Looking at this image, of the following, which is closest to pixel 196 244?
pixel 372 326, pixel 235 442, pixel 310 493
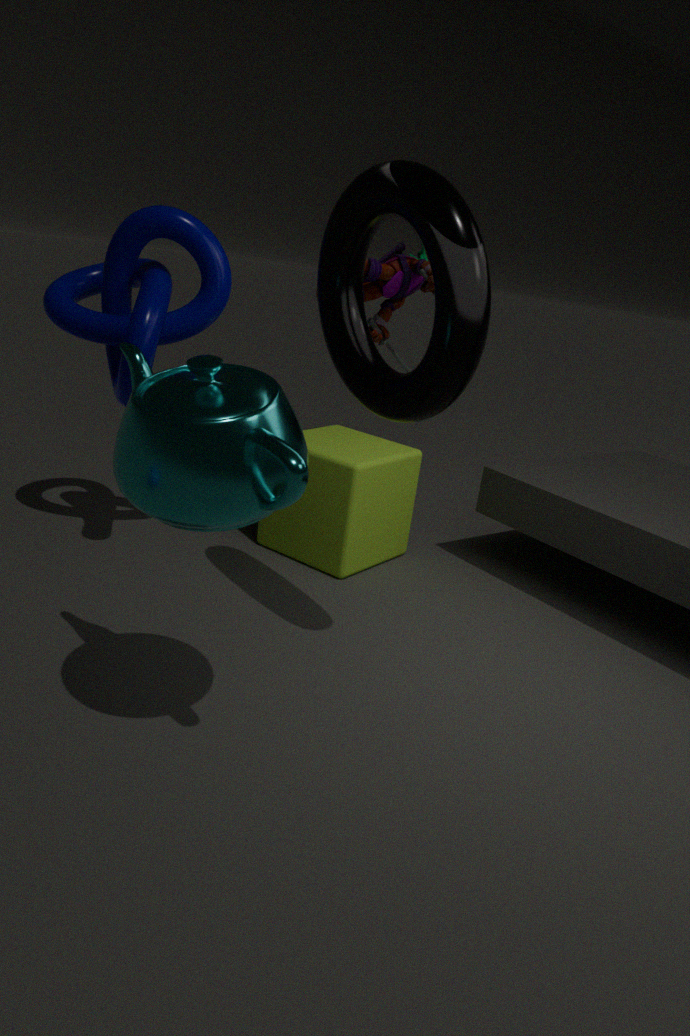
pixel 310 493
